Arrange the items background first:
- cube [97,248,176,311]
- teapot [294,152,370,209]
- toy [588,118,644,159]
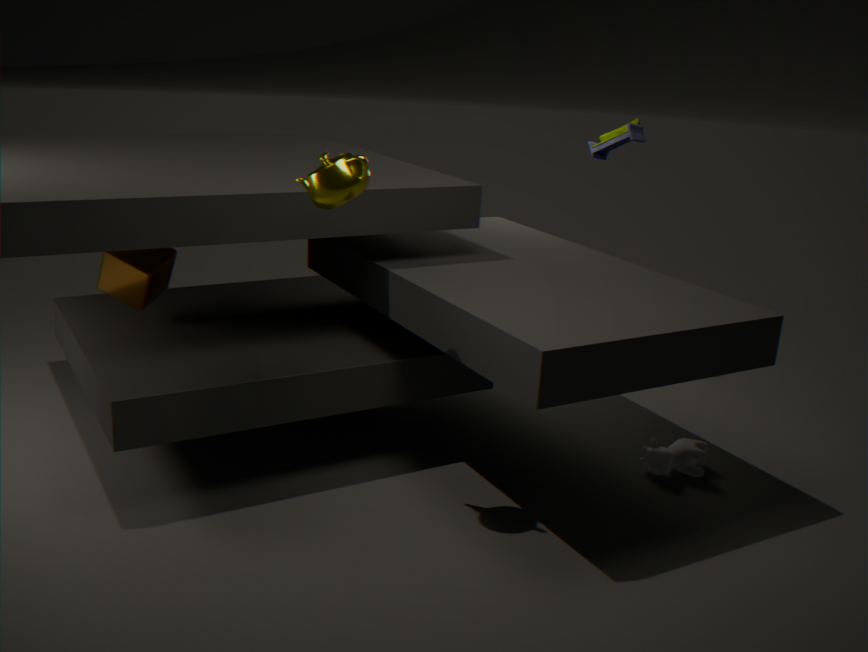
1. toy [588,118,644,159]
2. cube [97,248,176,311]
3. teapot [294,152,370,209]
